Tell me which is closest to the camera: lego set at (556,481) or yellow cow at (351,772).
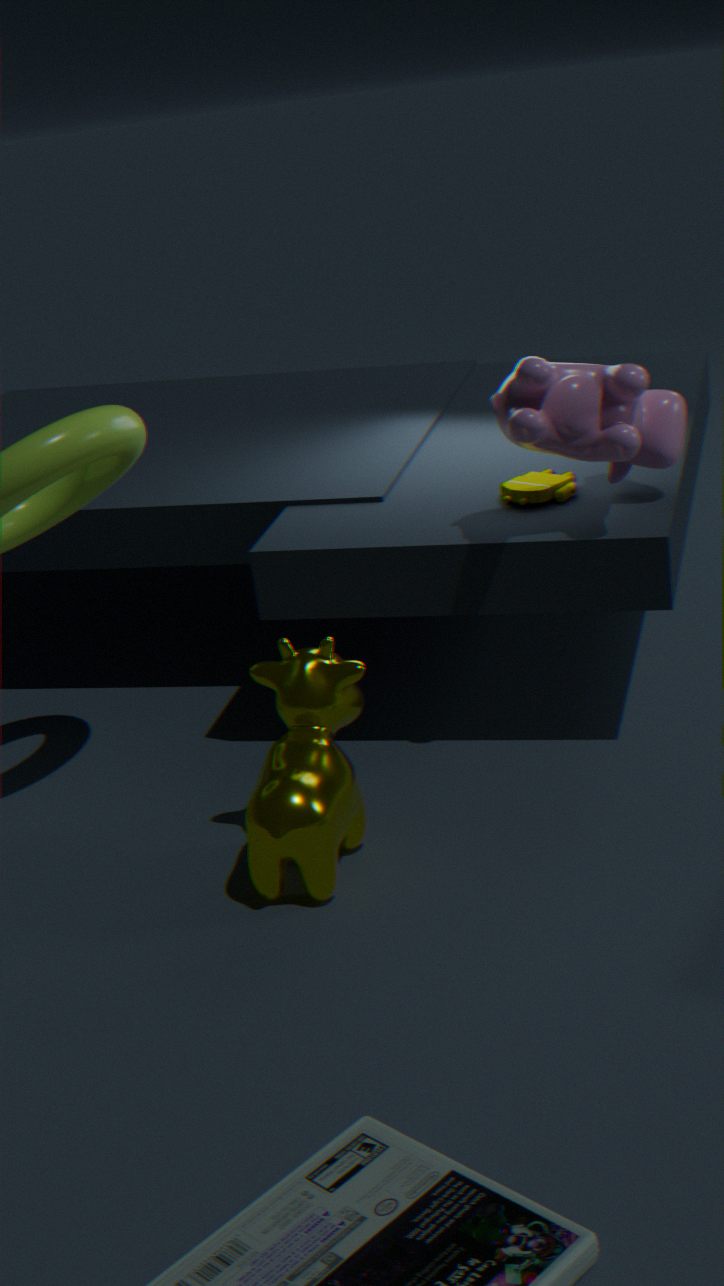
yellow cow at (351,772)
